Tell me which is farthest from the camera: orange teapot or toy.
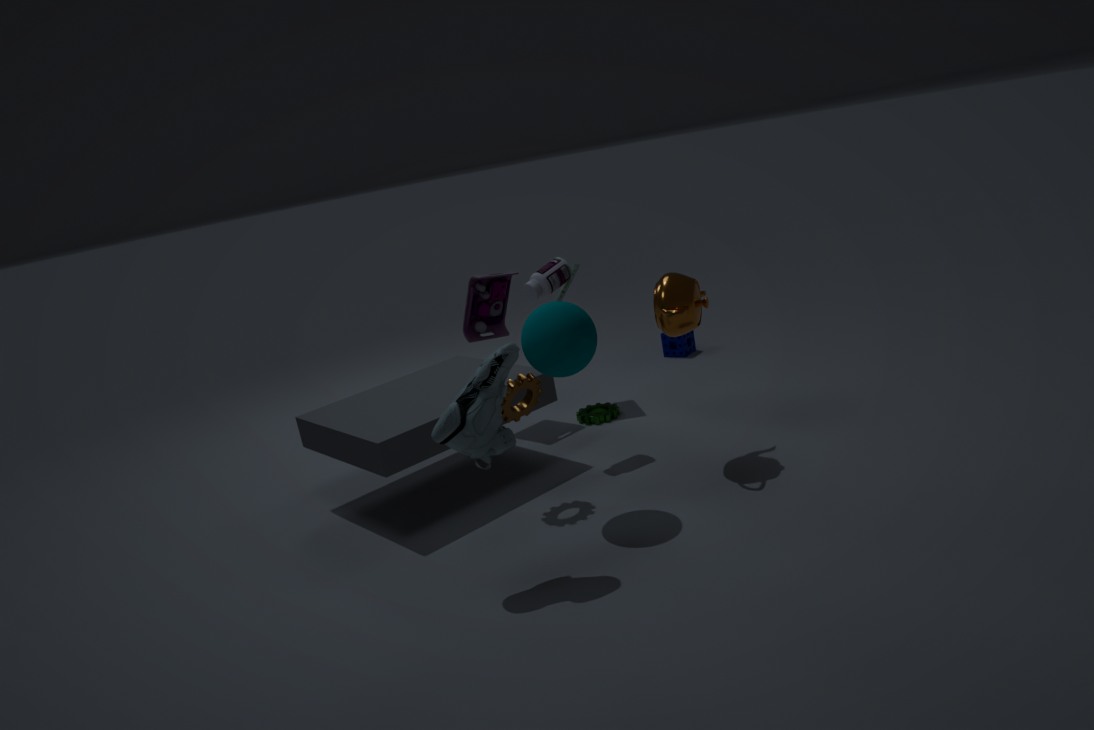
toy
